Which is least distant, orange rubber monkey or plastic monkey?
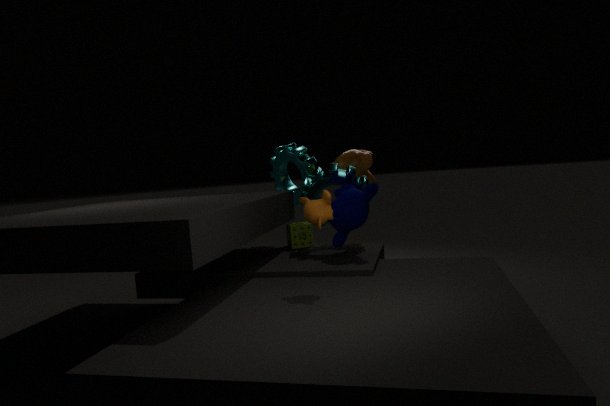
orange rubber monkey
